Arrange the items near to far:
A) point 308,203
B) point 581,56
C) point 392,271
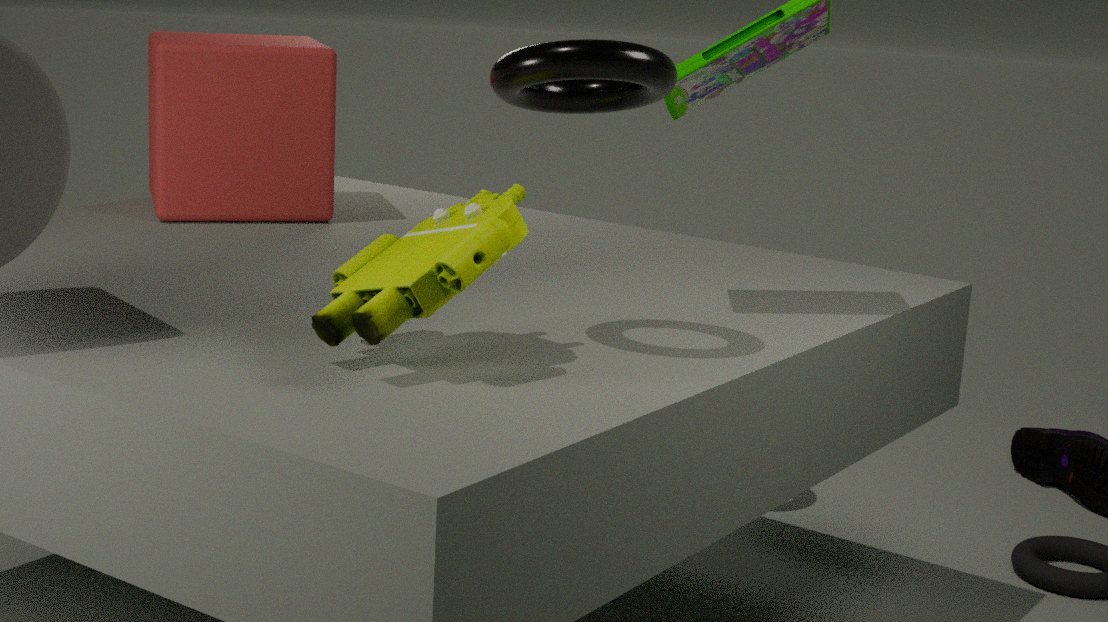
point 581,56, point 392,271, point 308,203
